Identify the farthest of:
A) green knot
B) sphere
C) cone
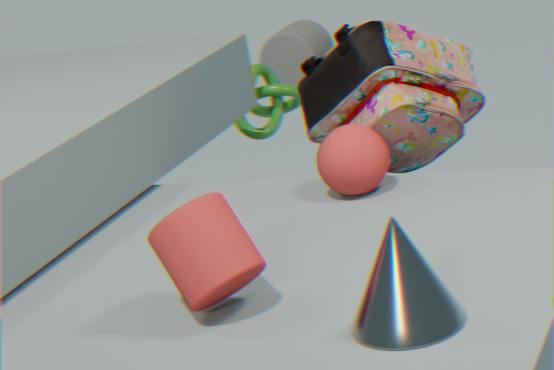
green knot
